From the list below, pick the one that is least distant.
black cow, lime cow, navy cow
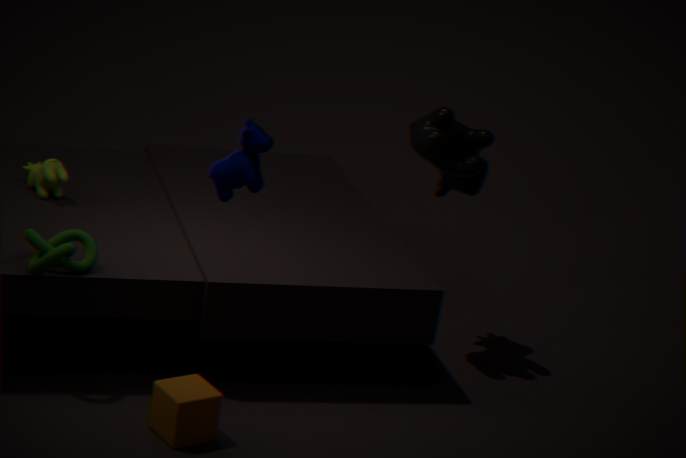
navy cow
